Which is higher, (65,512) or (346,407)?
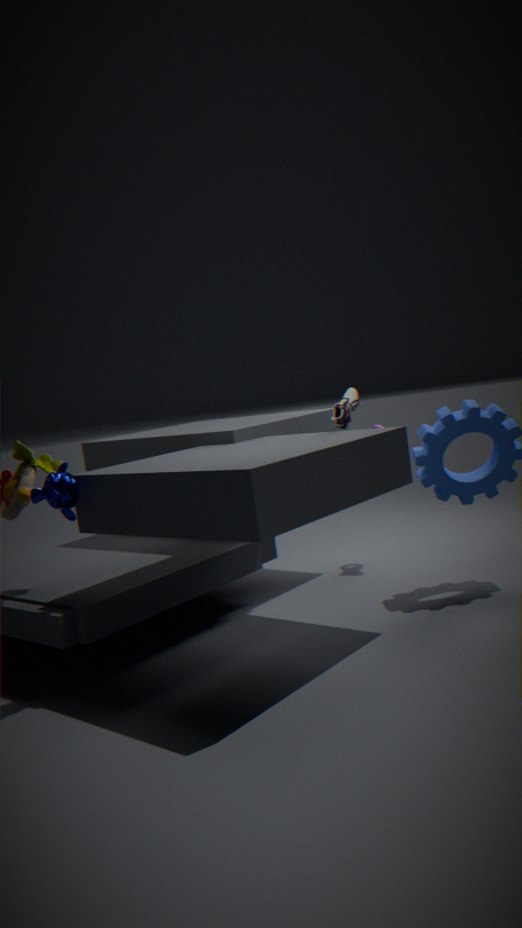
(346,407)
